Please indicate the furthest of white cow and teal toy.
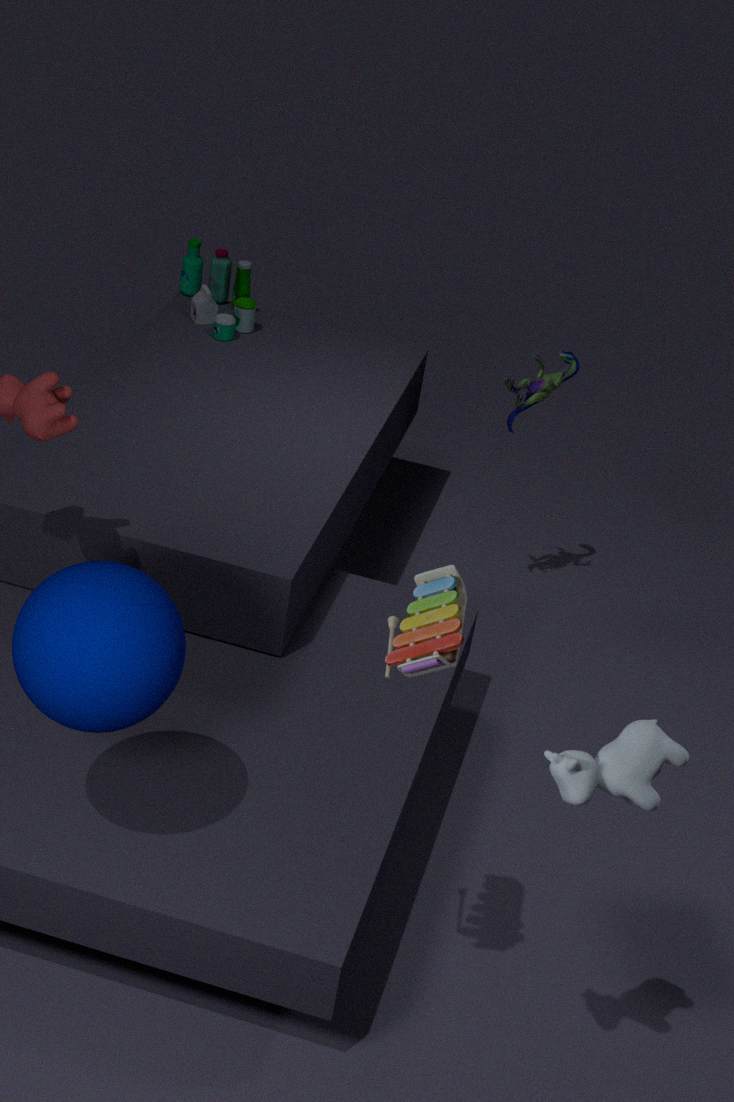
teal toy
